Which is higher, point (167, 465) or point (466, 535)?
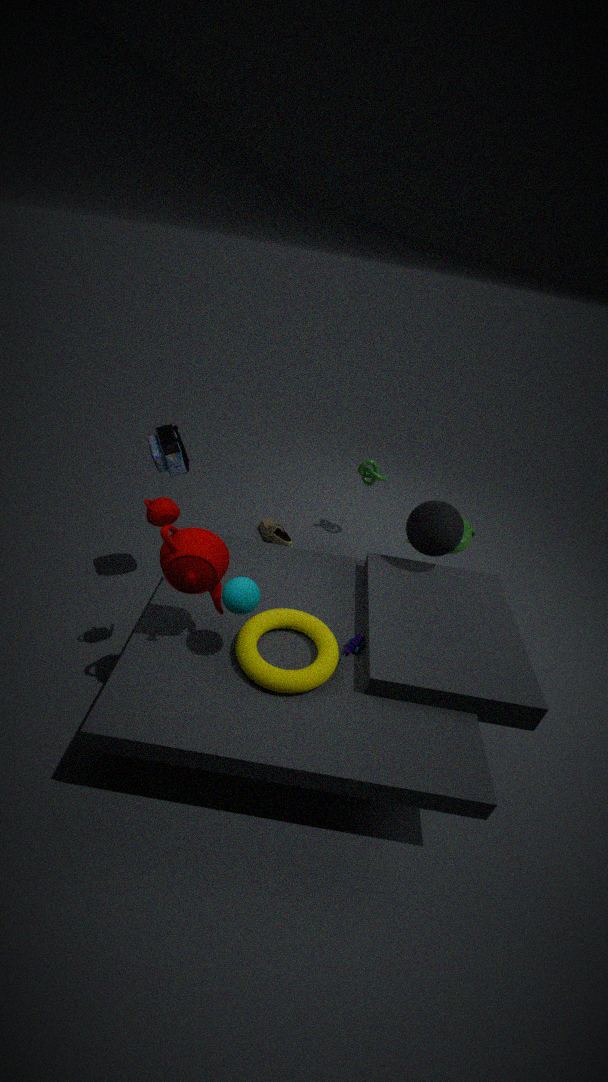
point (167, 465)
